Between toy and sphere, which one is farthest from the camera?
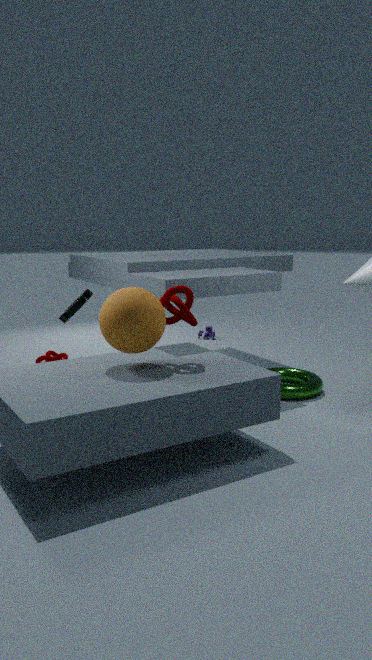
toy
